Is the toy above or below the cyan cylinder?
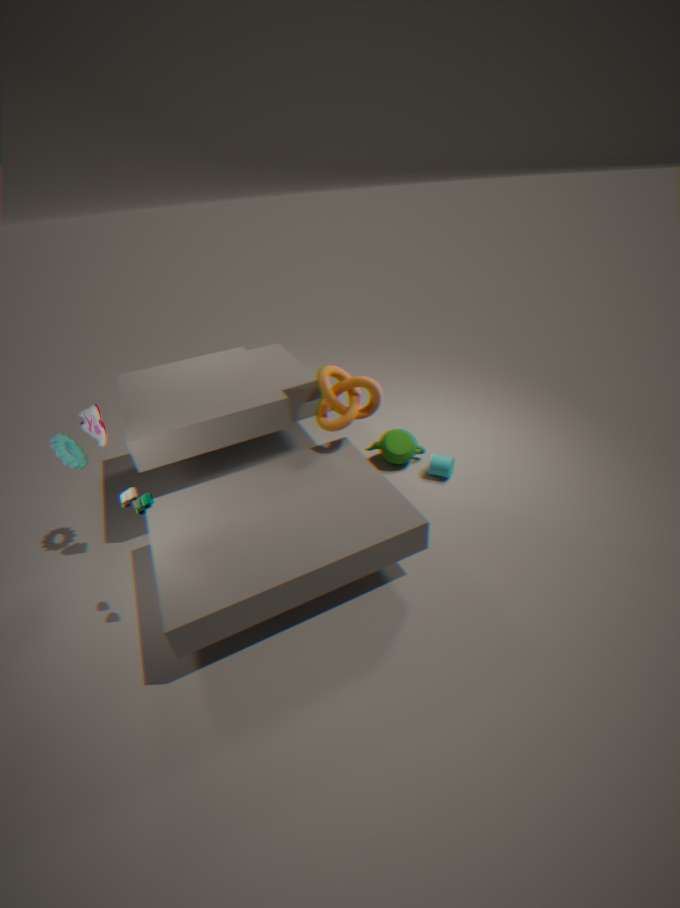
Answer: above
